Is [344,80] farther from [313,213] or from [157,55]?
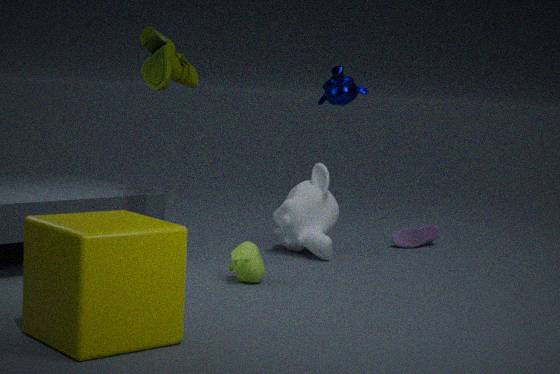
[157,55]
